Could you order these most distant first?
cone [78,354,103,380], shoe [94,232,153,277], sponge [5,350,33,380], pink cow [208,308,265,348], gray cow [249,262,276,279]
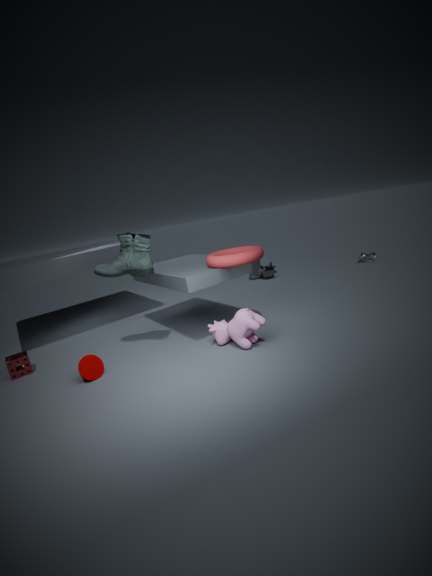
gray cow [249,262,276,279], sponge [5,350,33,380], shoe [94,232,153,277], pink cow [208,308,265,348], cone [78,354,103,380]
